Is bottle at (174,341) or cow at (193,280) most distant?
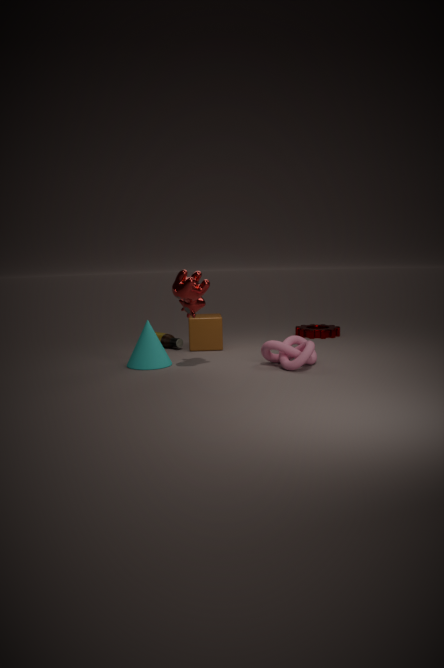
bottle at (174,341)
